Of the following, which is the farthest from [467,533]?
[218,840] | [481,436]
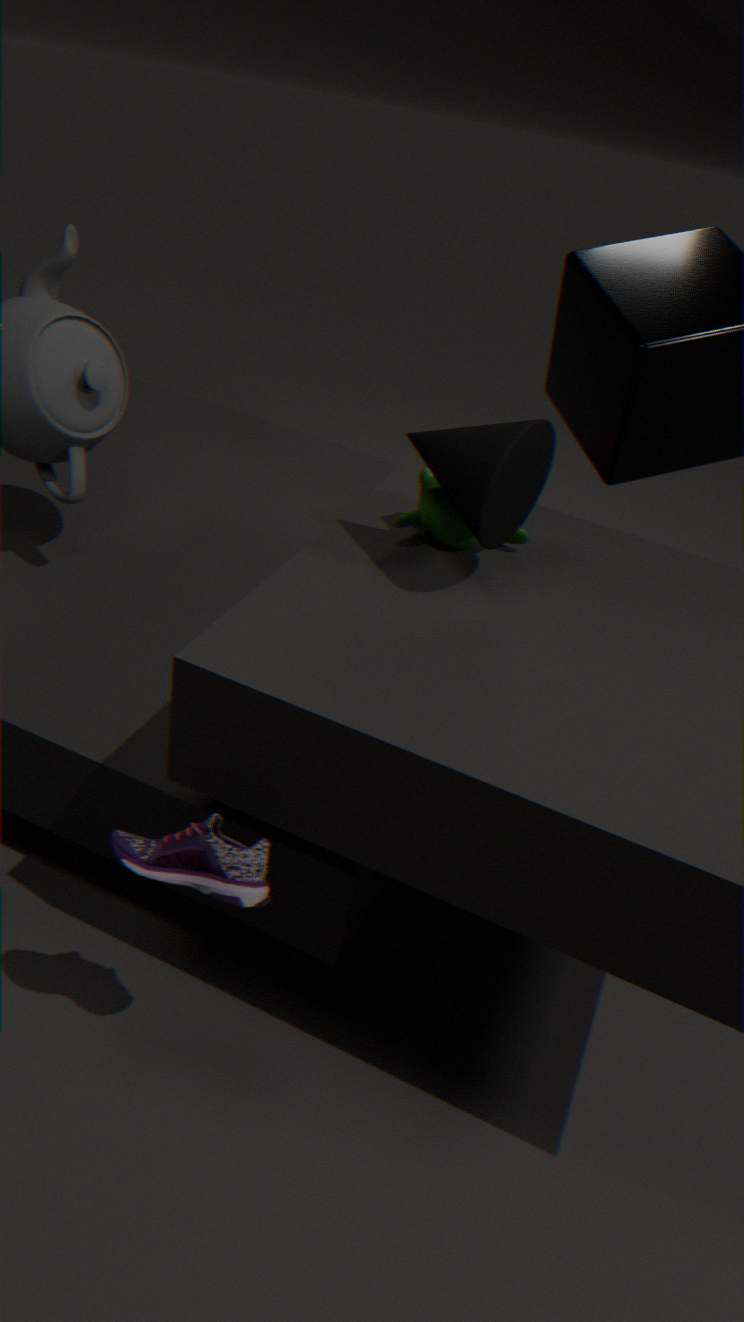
[218,840]
